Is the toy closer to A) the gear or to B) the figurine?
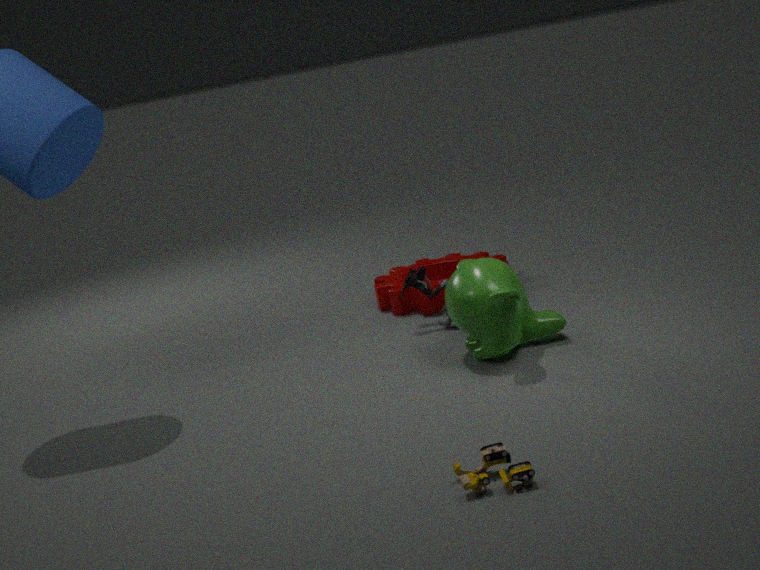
B) the figurine
